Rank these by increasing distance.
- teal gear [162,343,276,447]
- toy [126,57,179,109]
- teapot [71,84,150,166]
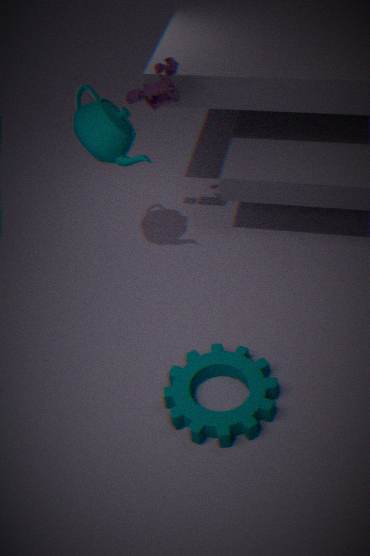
1. teal gear [162,343,276,447]
2. teapot [71,84,150,166]
3. toy [126,57,179,109]
